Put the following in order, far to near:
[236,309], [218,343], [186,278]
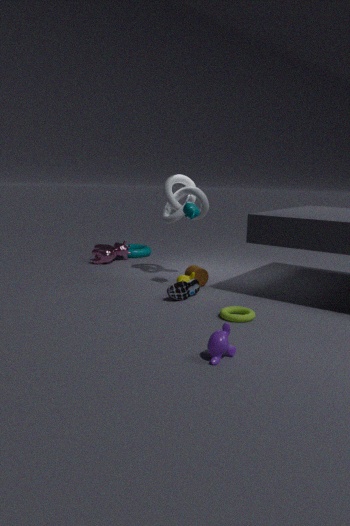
[186,278]
[236,309]
[218,343]
